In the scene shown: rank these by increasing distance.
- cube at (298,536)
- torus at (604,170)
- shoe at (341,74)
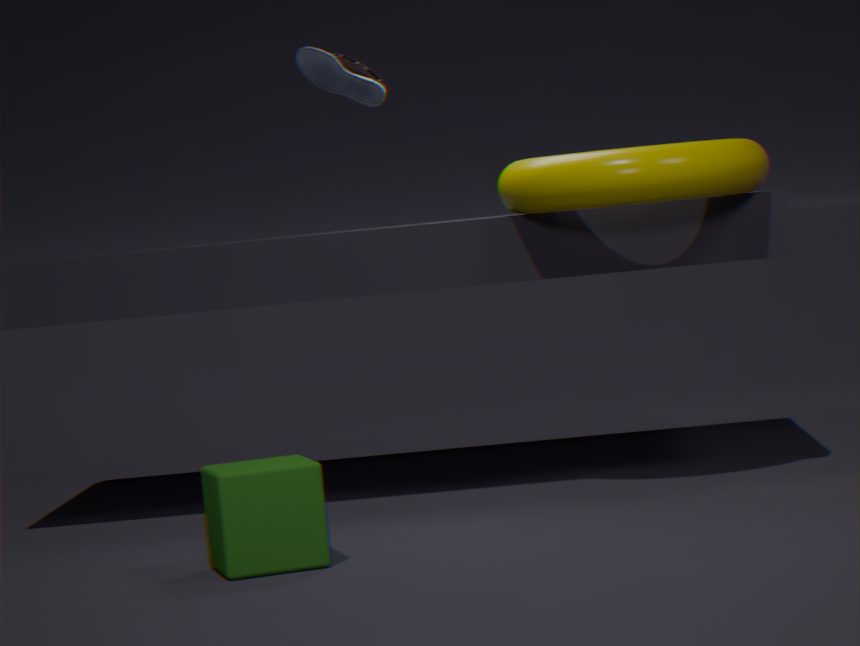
cube at (298,536)
torus at (604,170)
shoe at (341,74)
